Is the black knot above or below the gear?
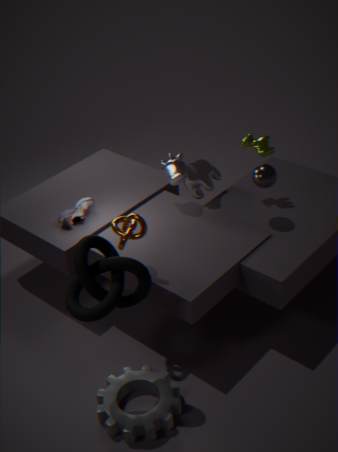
above
